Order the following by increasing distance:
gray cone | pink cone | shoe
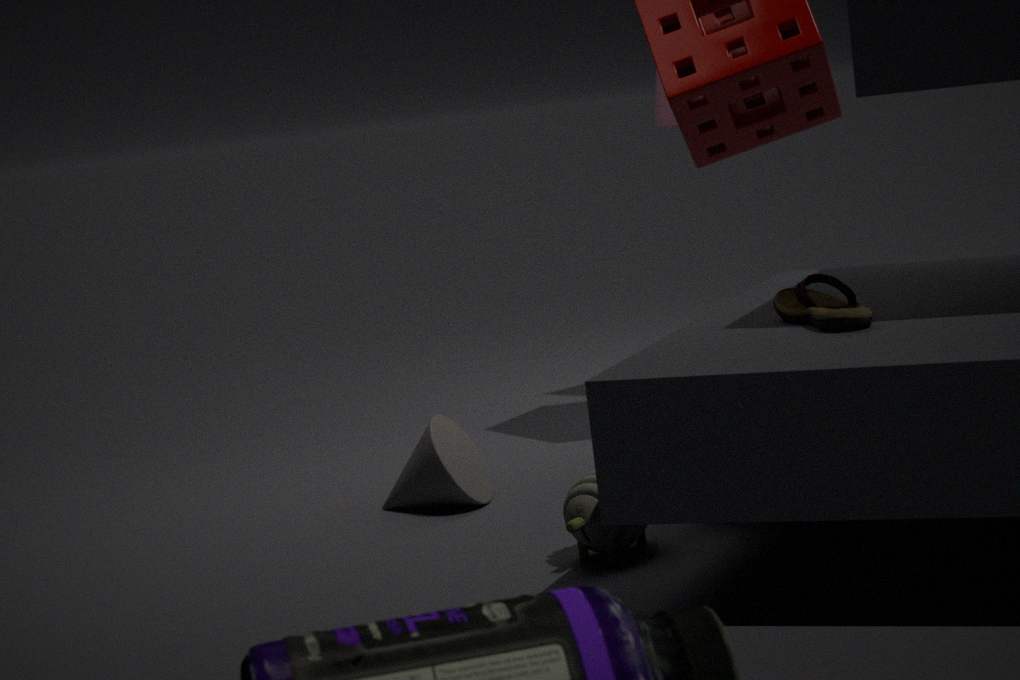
shoe, gray cone, pink cone
